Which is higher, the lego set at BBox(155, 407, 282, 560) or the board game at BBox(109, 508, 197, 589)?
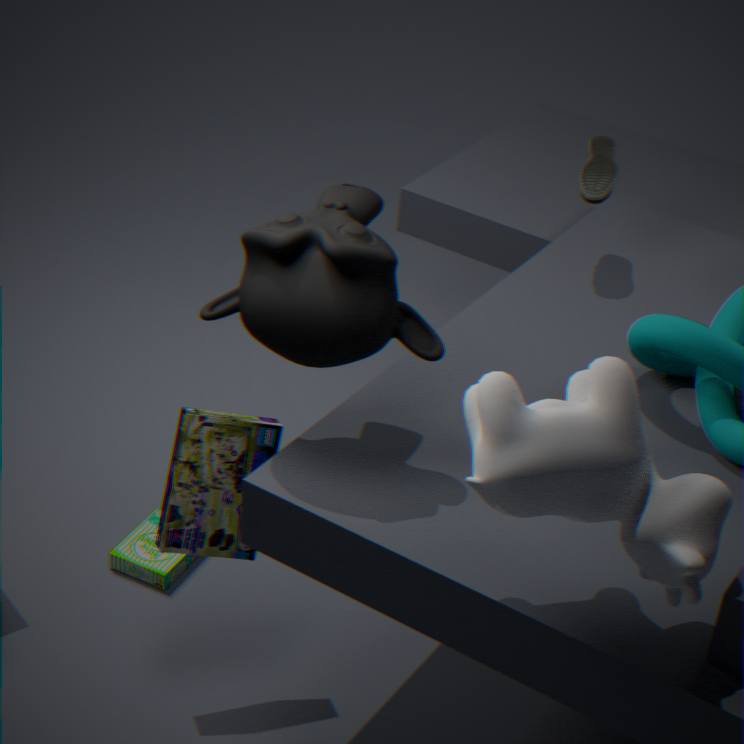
the lego set at BBox(155, 407, 282, 560)
